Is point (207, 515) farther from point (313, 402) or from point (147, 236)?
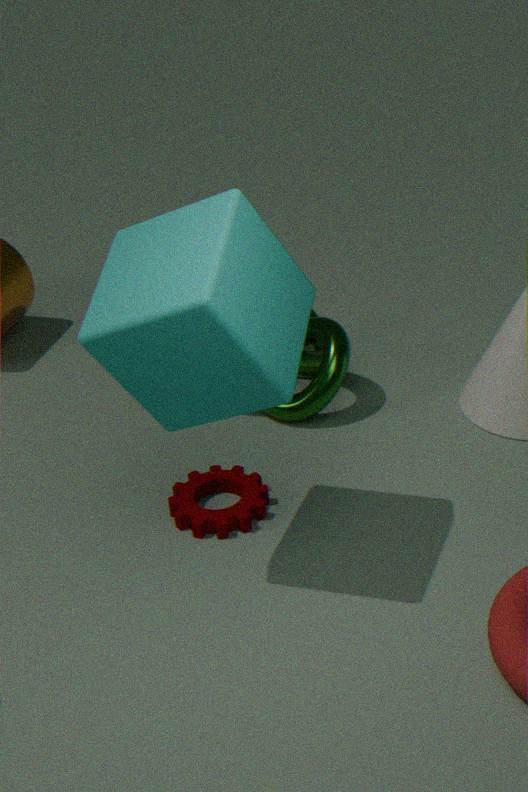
point (147, 236)
